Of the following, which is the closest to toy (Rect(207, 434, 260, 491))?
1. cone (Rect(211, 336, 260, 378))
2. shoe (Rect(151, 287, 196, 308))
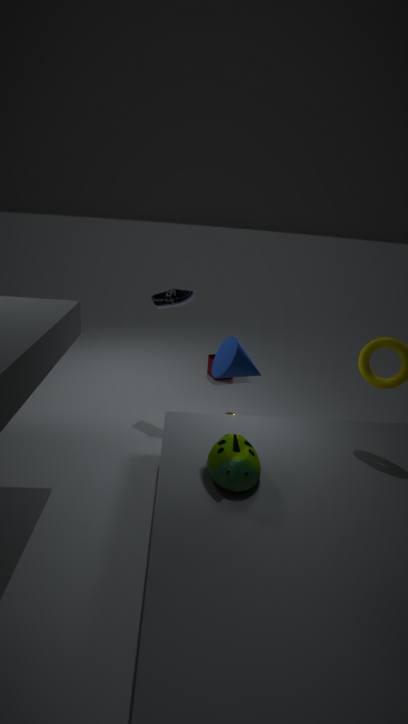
cone (Rect(211, 336, 260, 378))
